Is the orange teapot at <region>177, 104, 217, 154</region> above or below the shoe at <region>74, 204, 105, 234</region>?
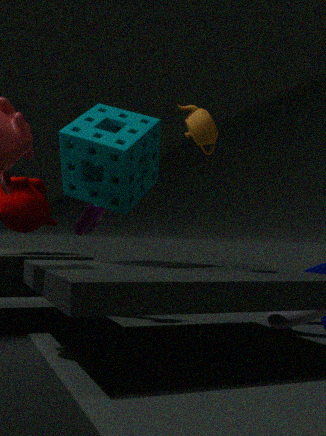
above
